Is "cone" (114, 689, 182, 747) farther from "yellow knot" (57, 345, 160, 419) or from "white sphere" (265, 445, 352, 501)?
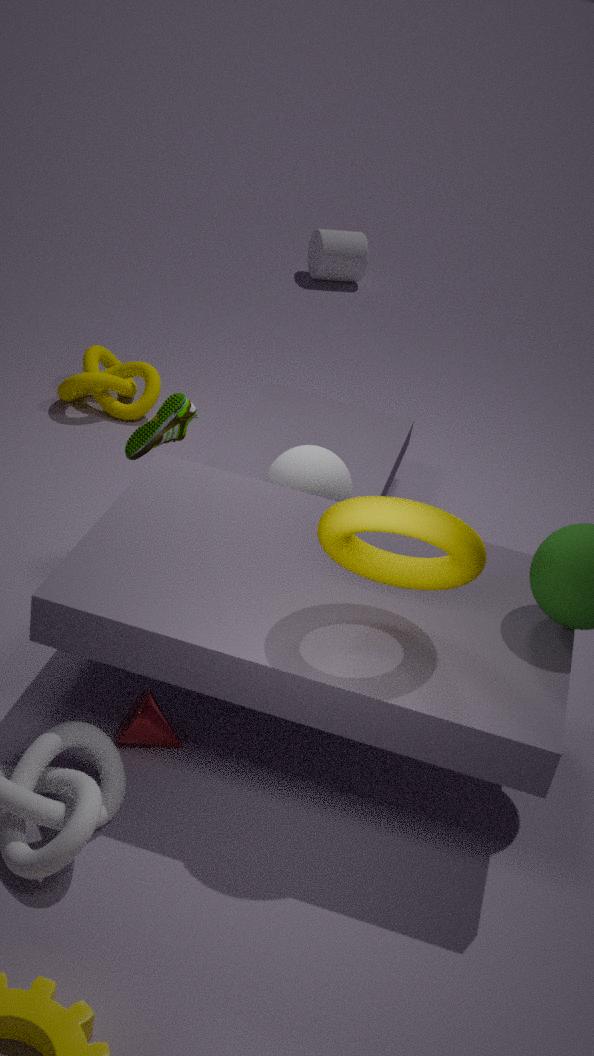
"yellow knot" (57, 345, 160, 419)
